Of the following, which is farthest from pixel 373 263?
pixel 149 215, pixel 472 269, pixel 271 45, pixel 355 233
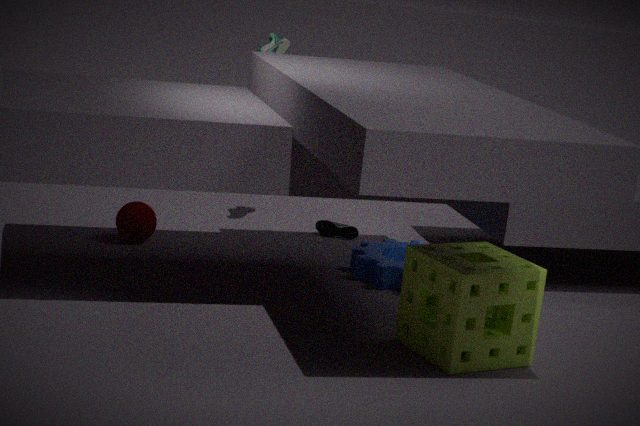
pixel 149 215
